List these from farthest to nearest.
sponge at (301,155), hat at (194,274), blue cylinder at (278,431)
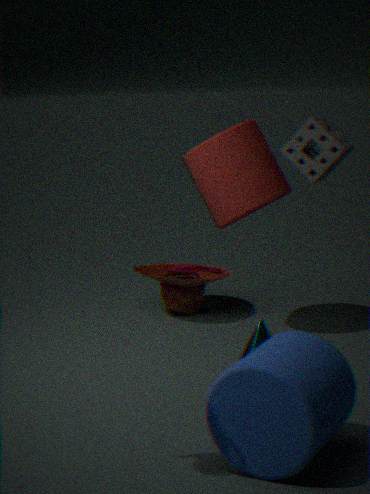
1. hat at (194,274)
2. sponge at (301,155)
3. blue cylinder at (278,431)
